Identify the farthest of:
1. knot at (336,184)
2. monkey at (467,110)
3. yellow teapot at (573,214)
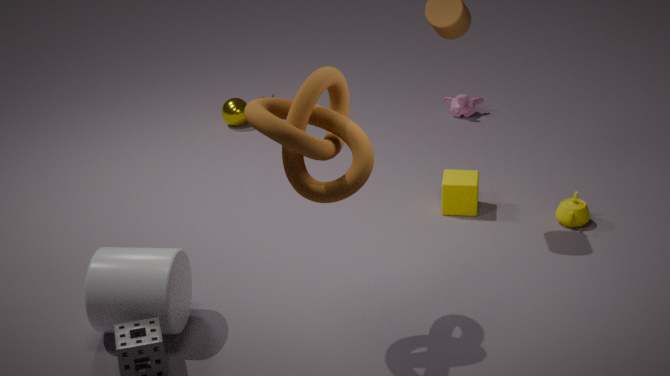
monkey at (467,110)
